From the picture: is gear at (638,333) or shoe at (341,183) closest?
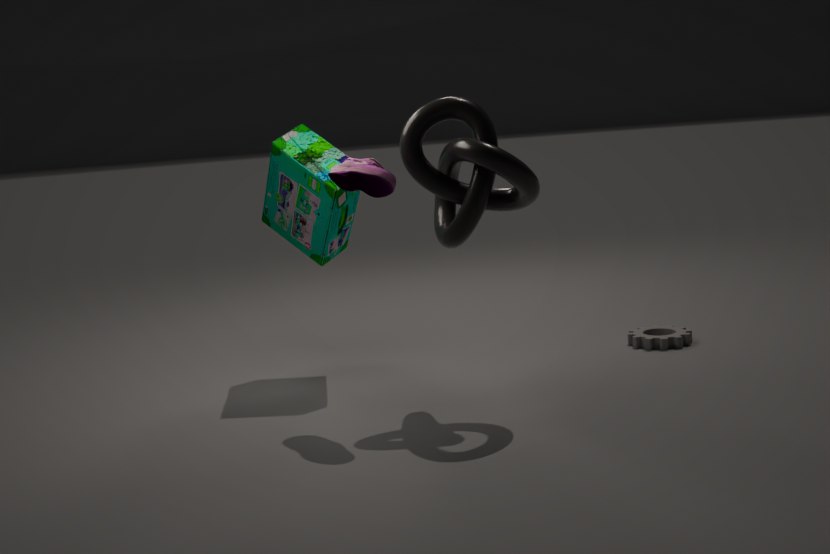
shoe at (341,183)
